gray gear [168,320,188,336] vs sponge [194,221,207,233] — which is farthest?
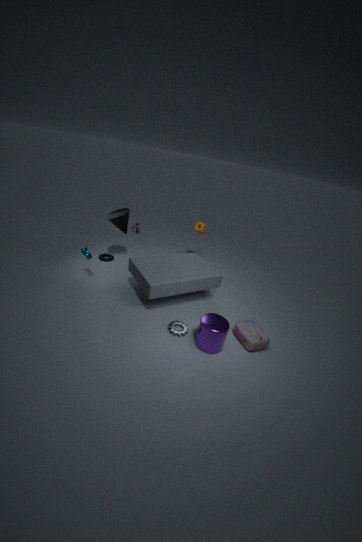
sponge [194,221,207,233]
